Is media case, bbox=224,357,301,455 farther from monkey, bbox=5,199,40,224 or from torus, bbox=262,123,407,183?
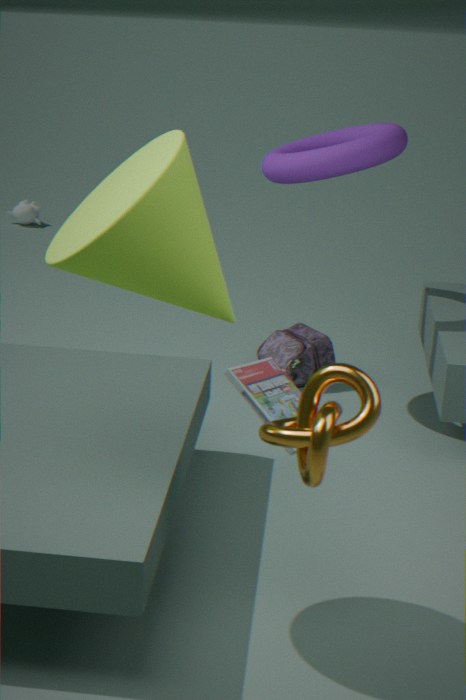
monkey, bbox=5,199,40,224
